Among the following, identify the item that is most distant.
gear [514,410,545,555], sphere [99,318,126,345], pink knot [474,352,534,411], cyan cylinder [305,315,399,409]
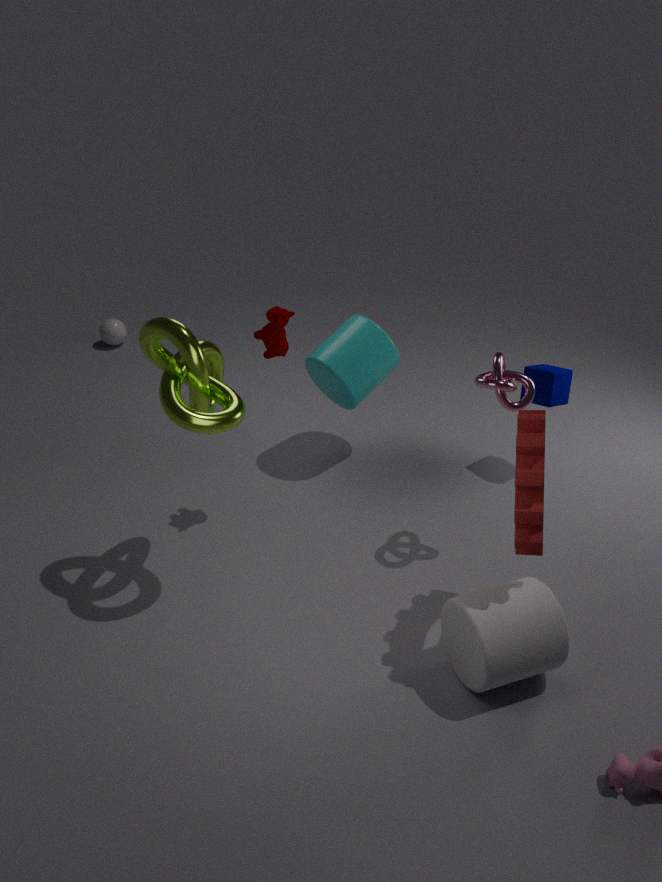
sphere [99,318,126,345]
